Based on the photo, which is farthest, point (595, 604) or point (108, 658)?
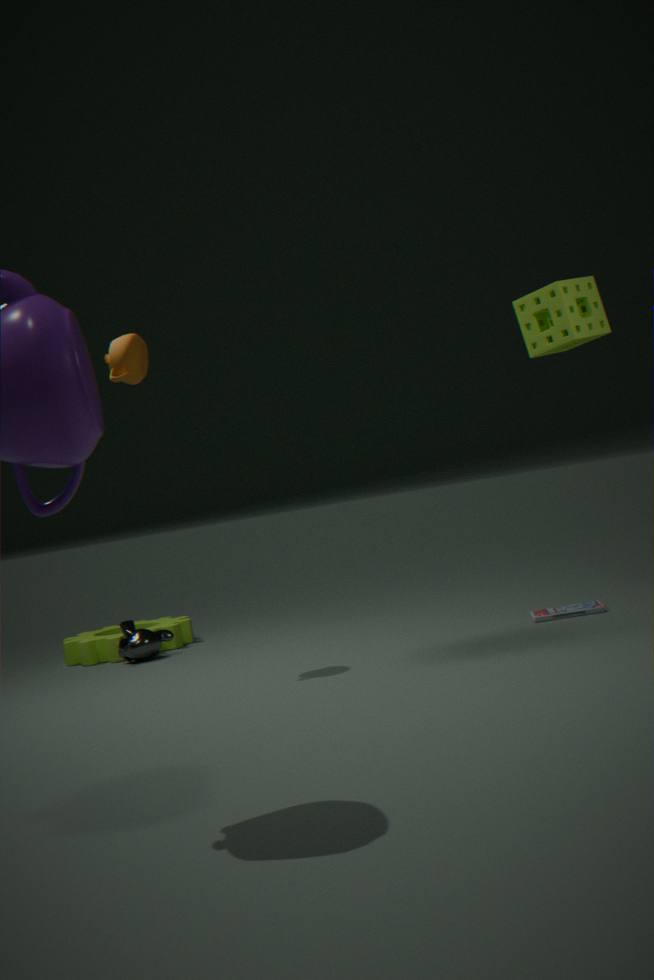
point (108, 658)
